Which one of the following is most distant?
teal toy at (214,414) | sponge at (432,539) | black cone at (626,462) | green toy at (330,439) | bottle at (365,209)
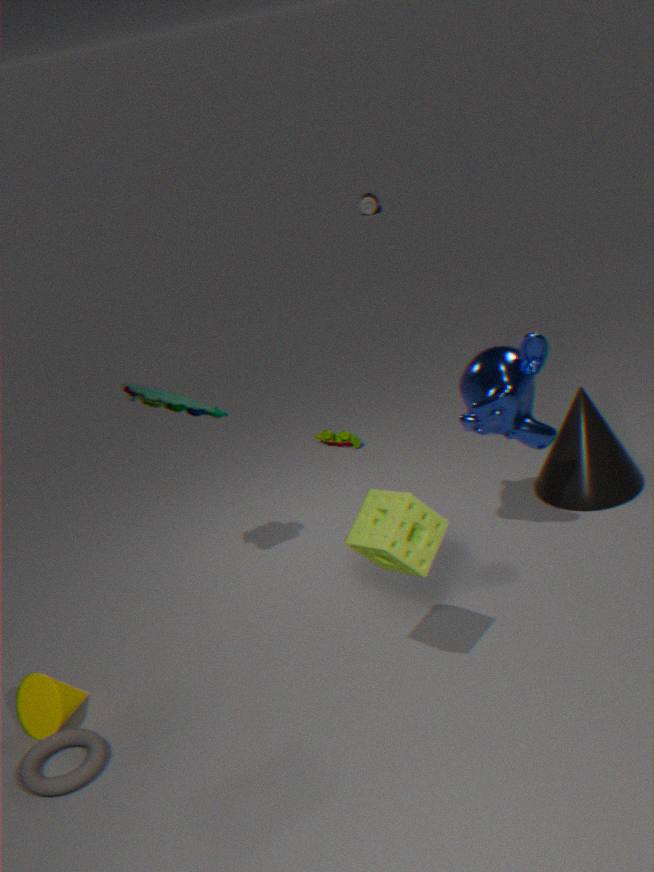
bottle at (365,209)
